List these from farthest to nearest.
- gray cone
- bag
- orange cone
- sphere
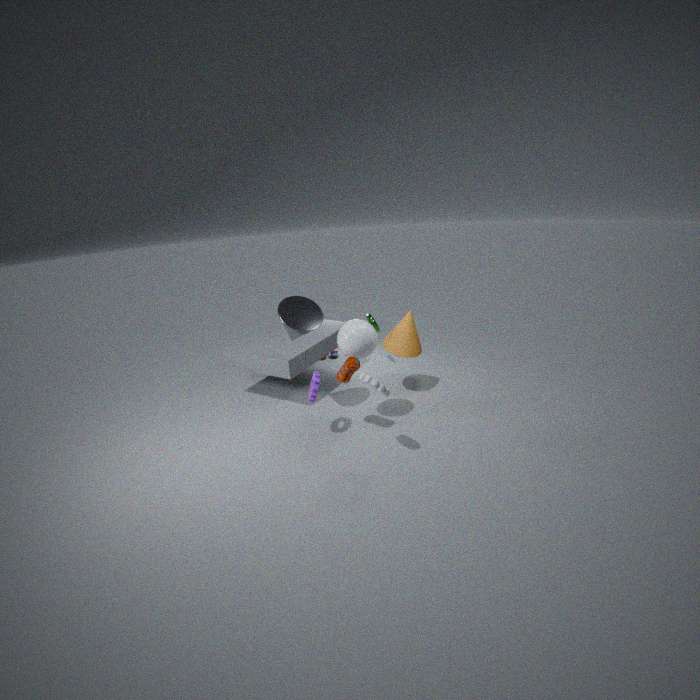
1. orange cone
2. gray cone
3. sphere
4. bag
